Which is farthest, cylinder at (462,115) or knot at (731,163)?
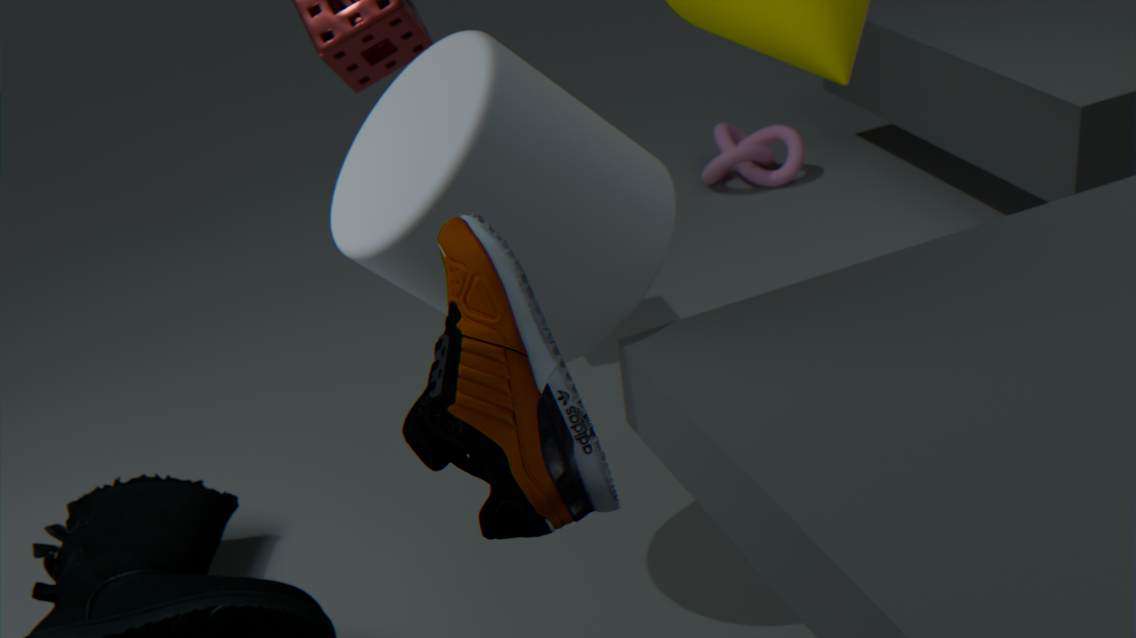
knot at (731,163)
